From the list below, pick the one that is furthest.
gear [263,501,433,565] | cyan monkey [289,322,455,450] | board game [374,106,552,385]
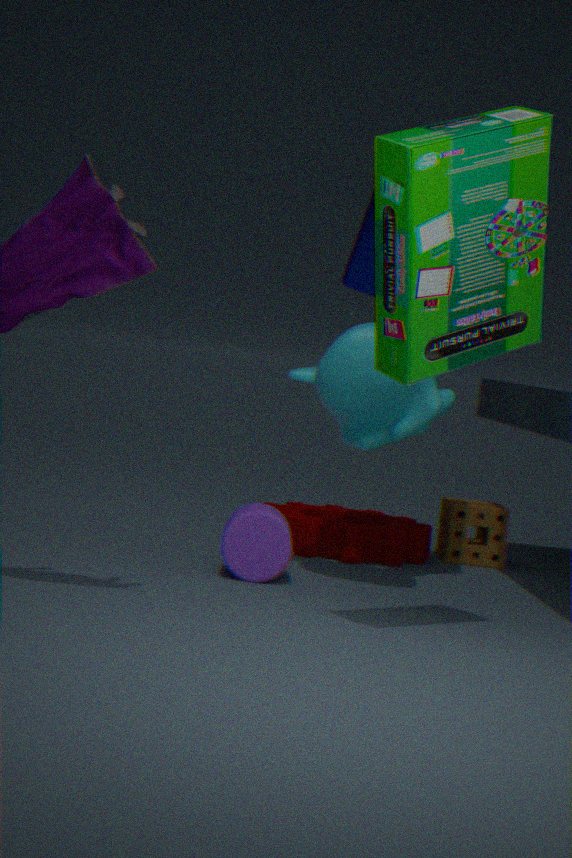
gear [263,501,433,565]
